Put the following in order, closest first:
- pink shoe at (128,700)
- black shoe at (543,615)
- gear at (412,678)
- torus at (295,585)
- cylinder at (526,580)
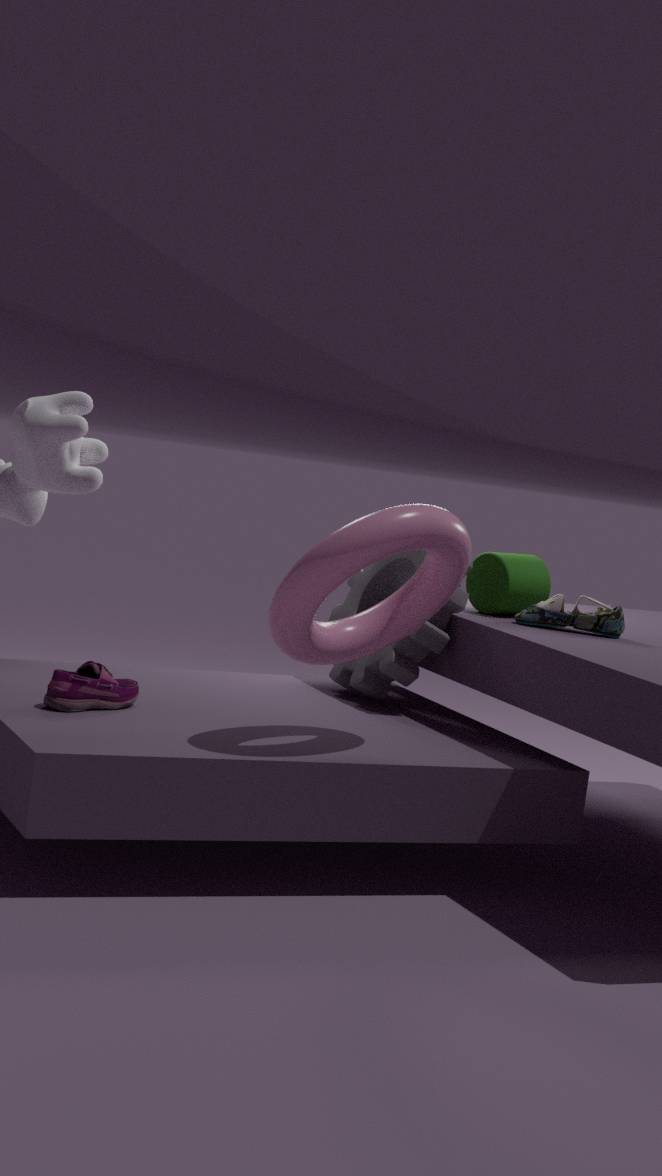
torus at (295,585) < pink shoe at (128,700) < black shoe at (543,615) < gear at (412,678) < cylinder at (526,580)
